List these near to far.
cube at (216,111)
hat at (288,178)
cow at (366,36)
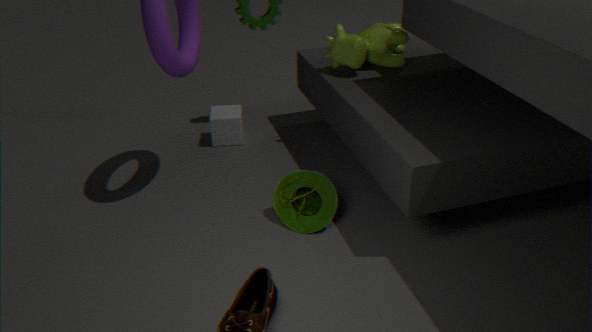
hat at (288,178) → cow at (366,36) → cube at (216,111)
